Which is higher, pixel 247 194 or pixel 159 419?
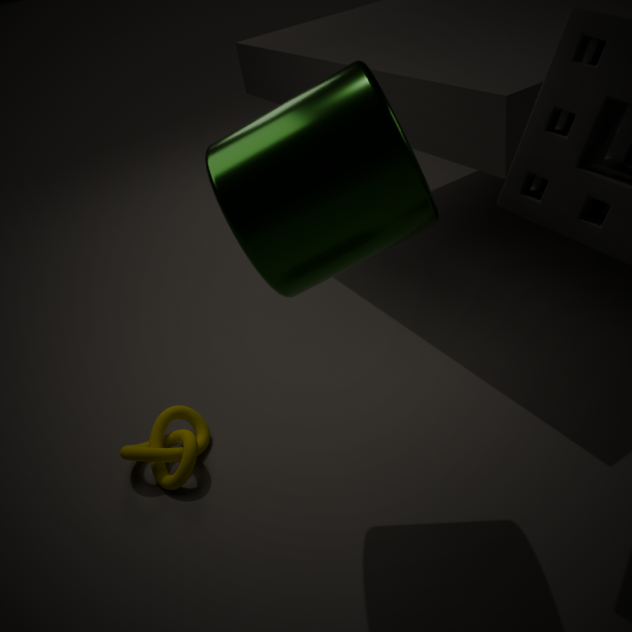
pixel 247 194
